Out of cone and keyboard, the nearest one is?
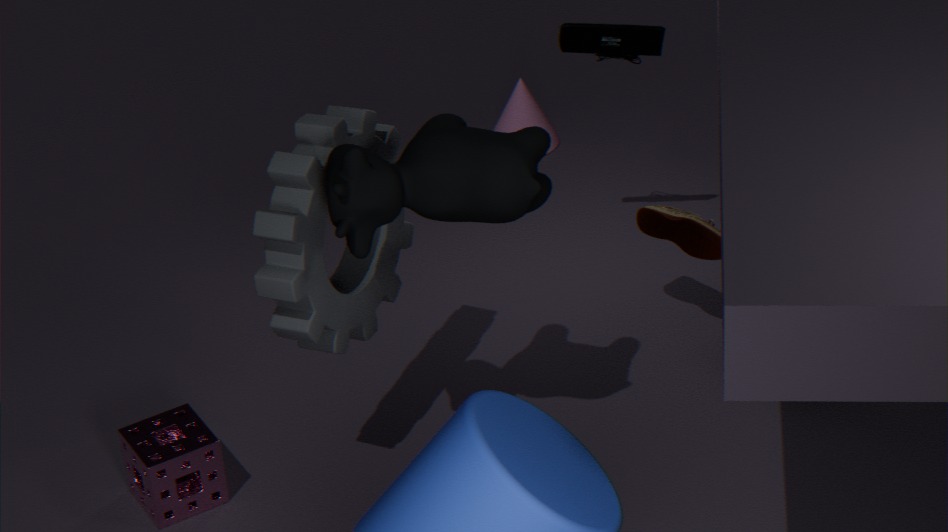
keyboard
